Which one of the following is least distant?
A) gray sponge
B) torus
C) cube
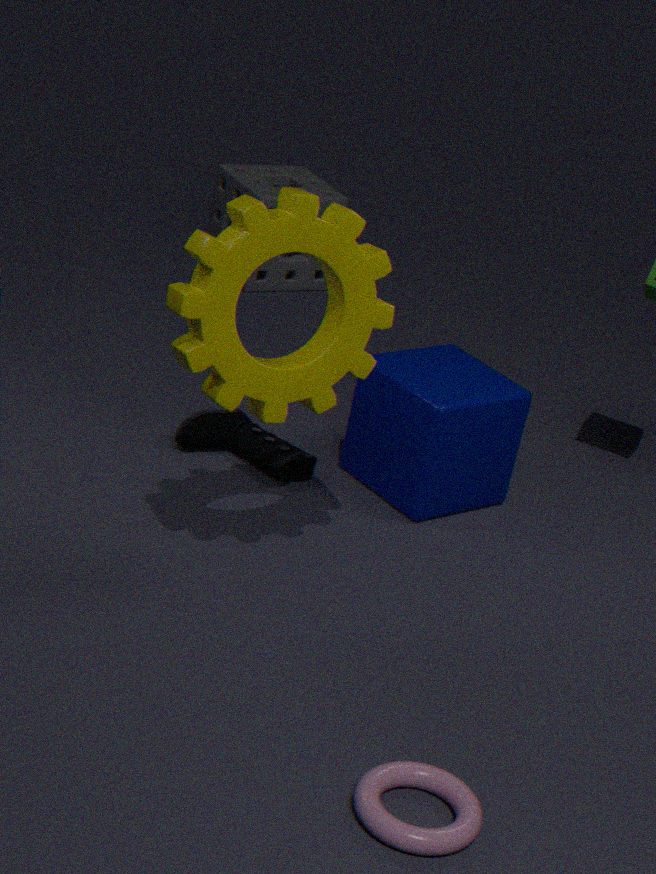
torus
